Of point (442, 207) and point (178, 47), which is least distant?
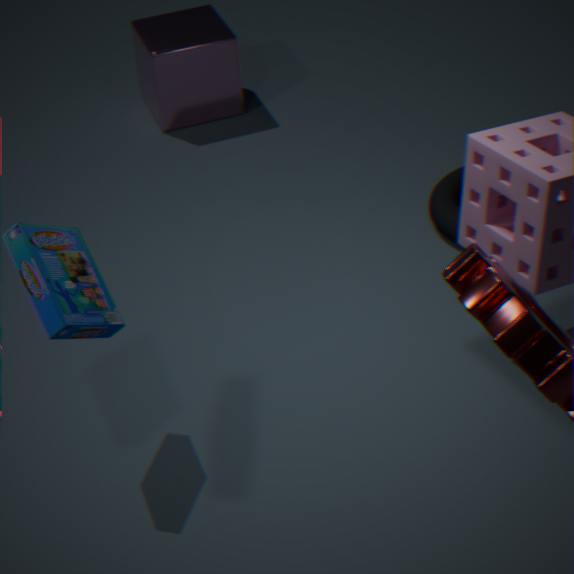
point (442, 207)
